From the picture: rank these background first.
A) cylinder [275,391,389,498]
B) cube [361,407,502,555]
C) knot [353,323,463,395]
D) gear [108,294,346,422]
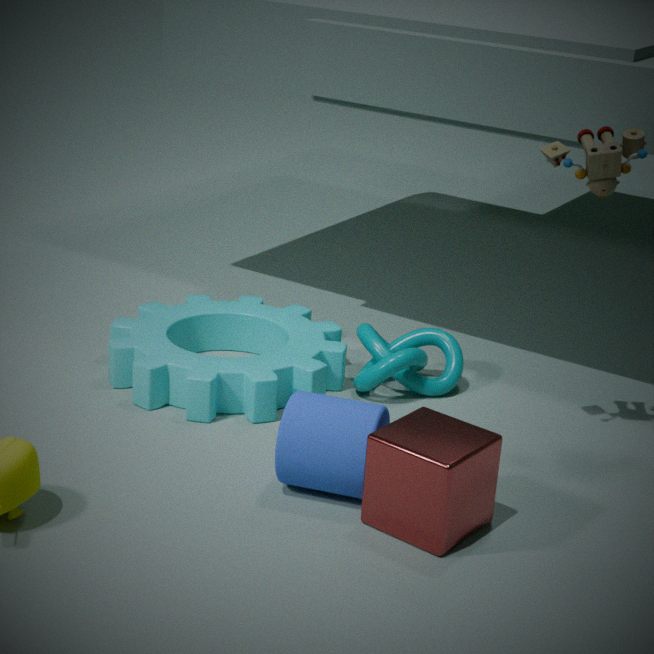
knot [353,323,463,395]
gear [108,294,346,422]
cylinder [275,391,389,498]
cube [361,407,502,555]
